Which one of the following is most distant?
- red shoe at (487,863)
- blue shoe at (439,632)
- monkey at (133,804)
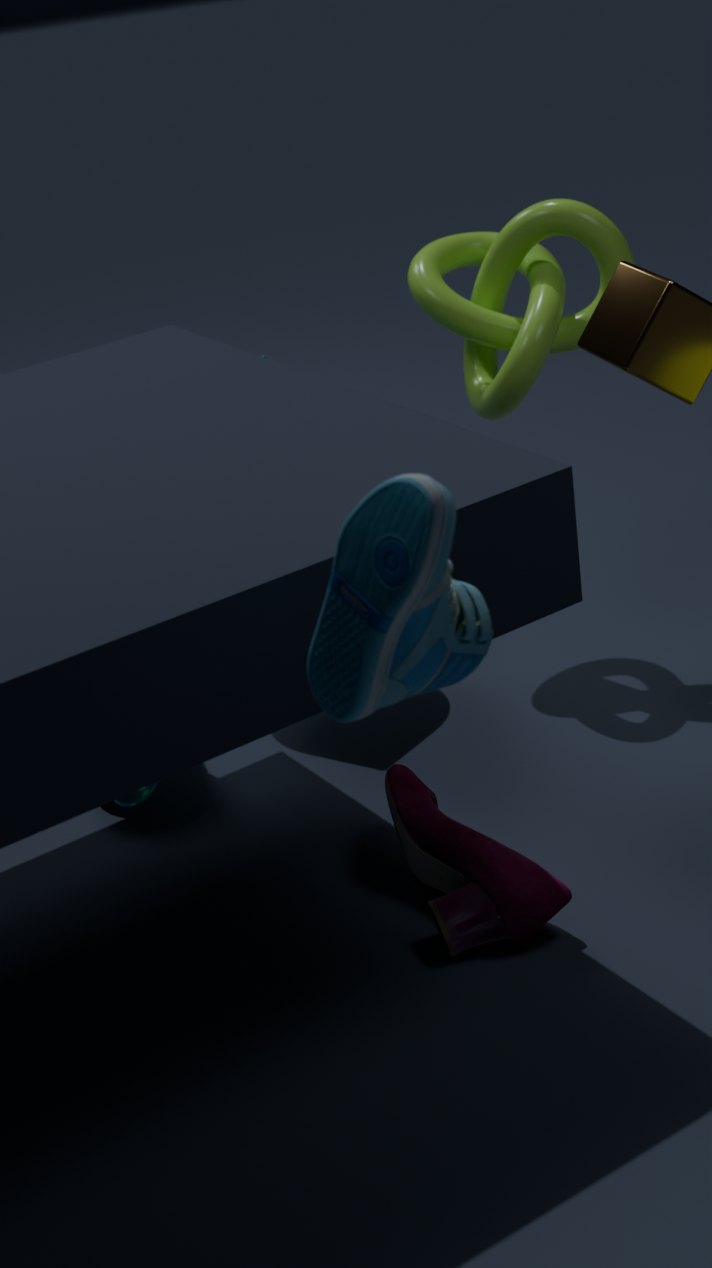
monkey at (133,804)
